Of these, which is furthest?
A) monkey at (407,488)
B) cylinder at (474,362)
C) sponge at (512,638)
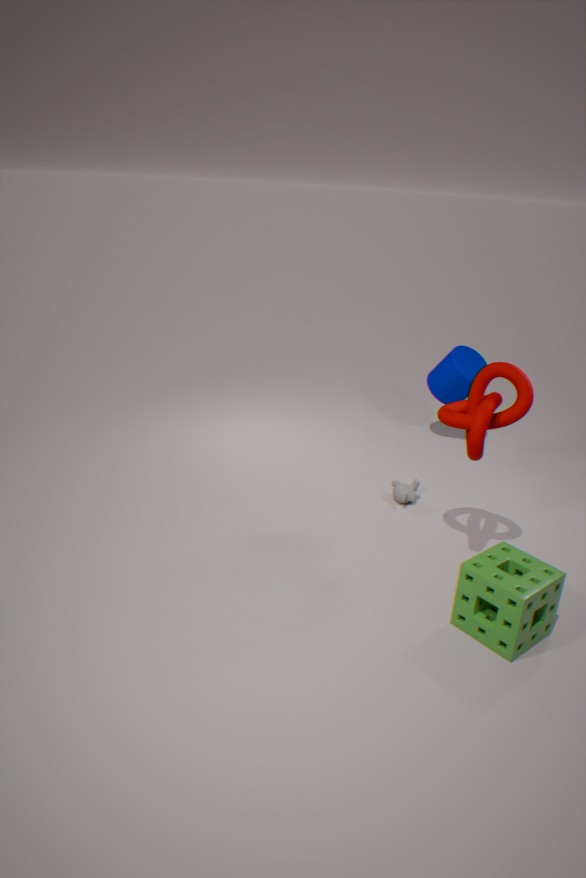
cylinder at (474,362)
